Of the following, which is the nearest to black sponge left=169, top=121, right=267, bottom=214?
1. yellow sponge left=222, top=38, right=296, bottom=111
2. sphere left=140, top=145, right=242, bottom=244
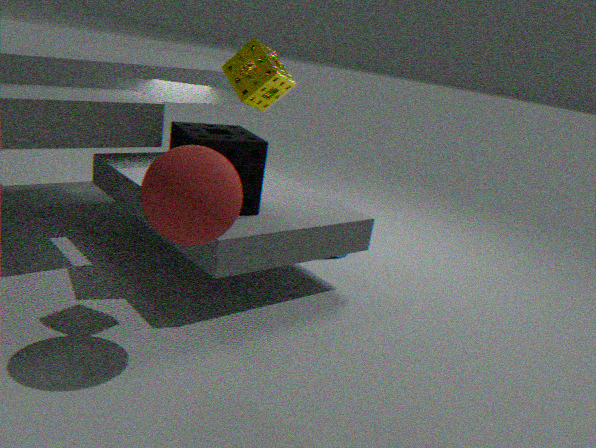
yellow sponge left=222, top=38, right=296, bottom=111
